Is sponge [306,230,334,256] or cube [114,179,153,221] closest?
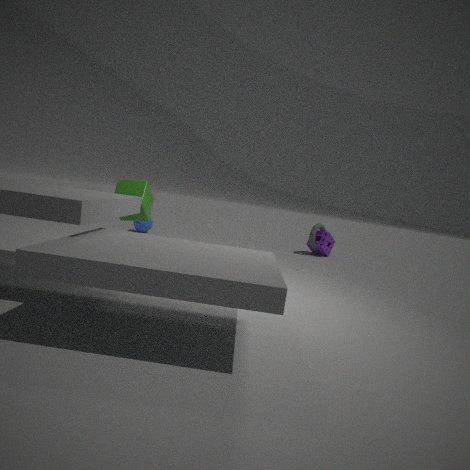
cube [114,179,153,221]
